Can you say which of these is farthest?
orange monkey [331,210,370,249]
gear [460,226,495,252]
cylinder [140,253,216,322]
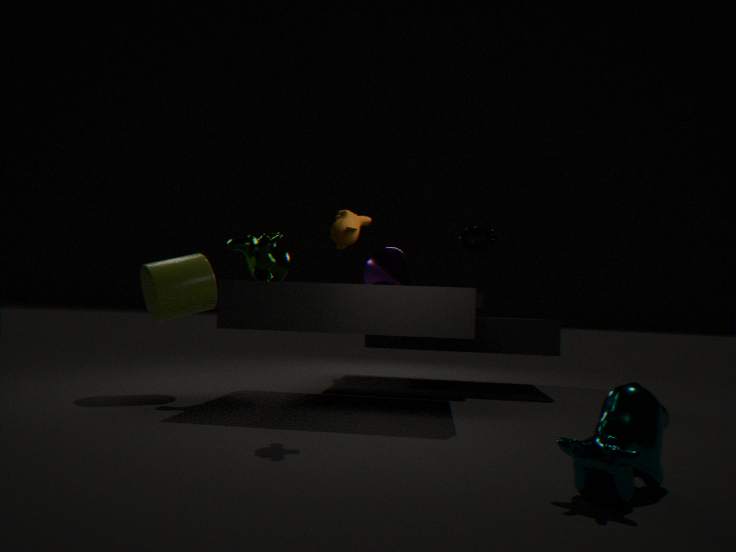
gear [460,226,495,252]
